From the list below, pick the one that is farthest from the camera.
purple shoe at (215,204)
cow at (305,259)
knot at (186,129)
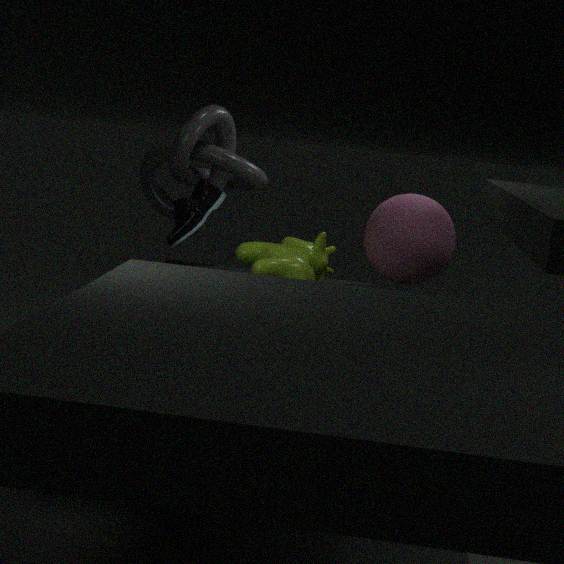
knot at (186,129)
